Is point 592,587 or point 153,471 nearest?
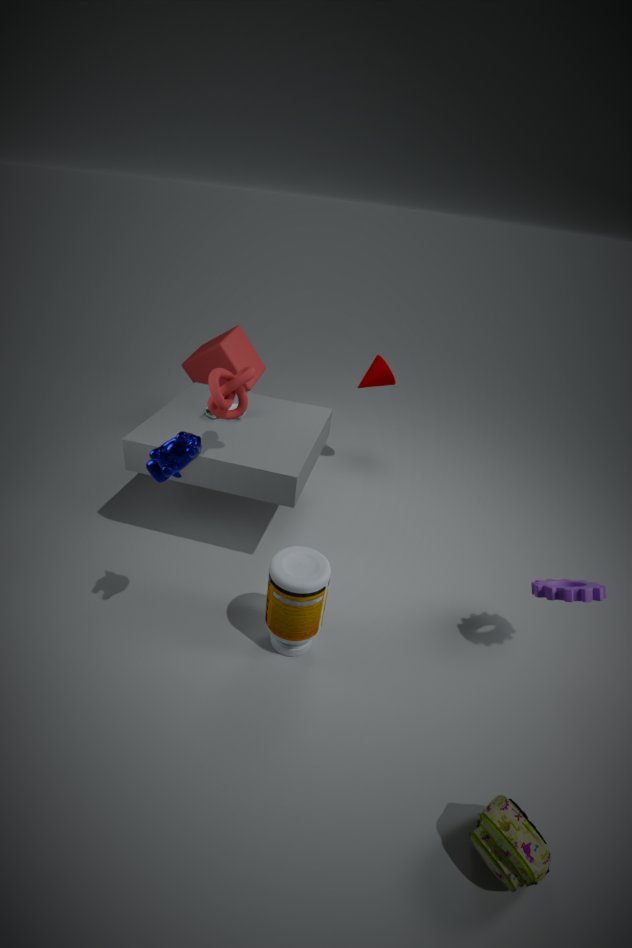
point 153,471
